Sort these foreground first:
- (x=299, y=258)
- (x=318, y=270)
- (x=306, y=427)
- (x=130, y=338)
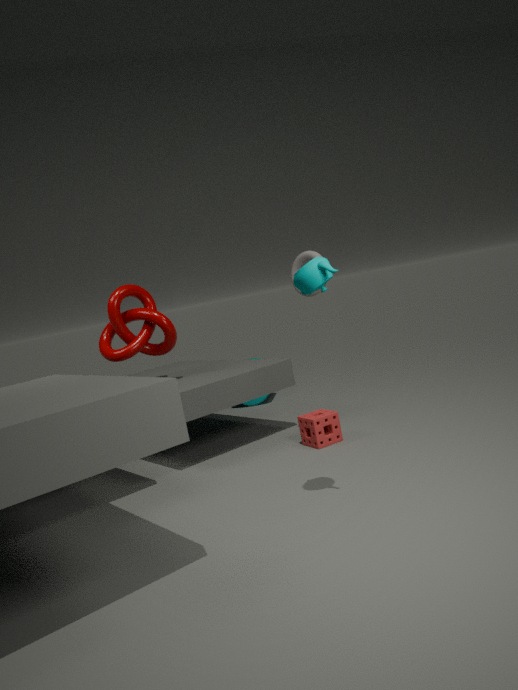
1. (x=318, y=270)
2. (x=299, y=258)
3. (x=306, y=427)
4. (x=130, y=338)
